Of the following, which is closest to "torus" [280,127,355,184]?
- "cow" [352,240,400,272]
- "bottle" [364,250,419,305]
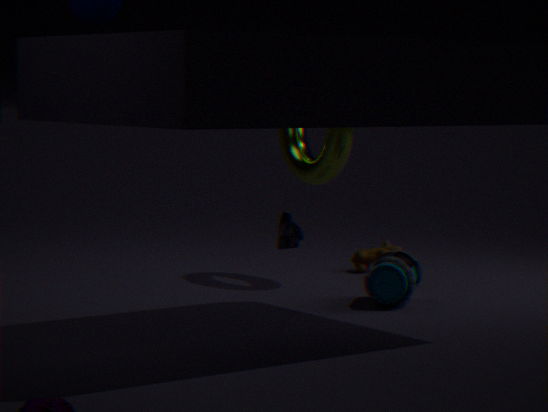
"cow" [352,240,400,272]
